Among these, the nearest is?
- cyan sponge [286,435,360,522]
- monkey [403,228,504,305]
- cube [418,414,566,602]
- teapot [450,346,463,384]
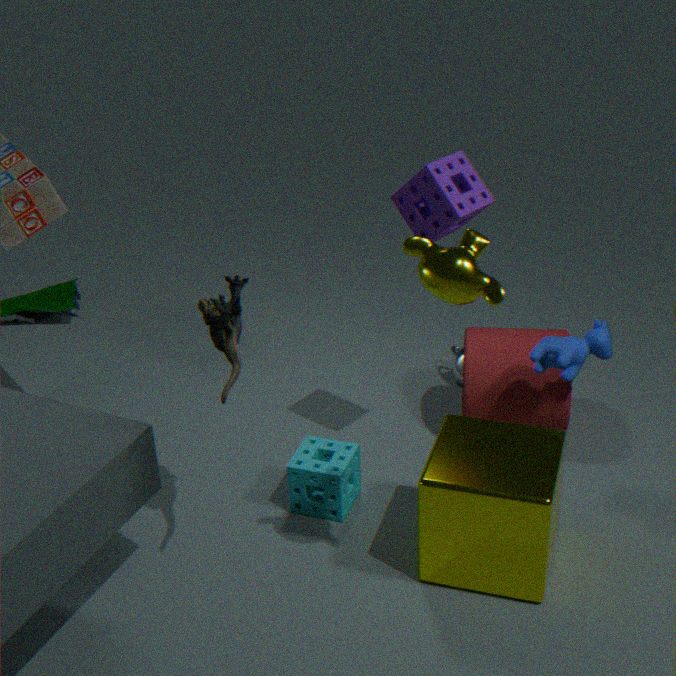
monkey [403,228,504,305]
